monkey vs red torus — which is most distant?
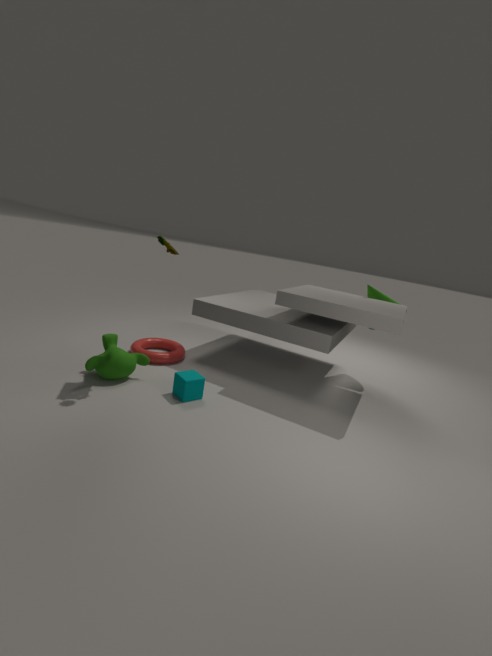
red torus
